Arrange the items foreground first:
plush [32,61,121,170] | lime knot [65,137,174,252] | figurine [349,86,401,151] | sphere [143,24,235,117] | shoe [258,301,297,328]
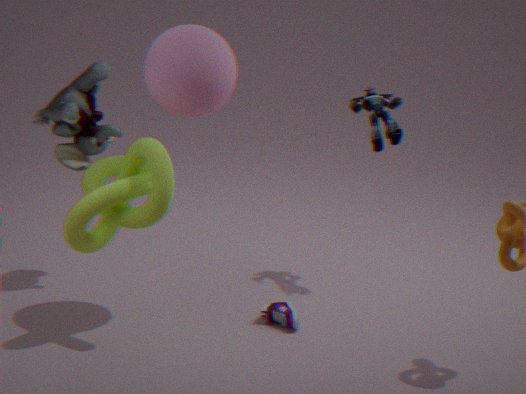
lime knot [65,137,174,252], sphere [143,24,235,117], shoe [258,301,297,328], plush [32,61,121,170], figurine [349,86,401,151]
